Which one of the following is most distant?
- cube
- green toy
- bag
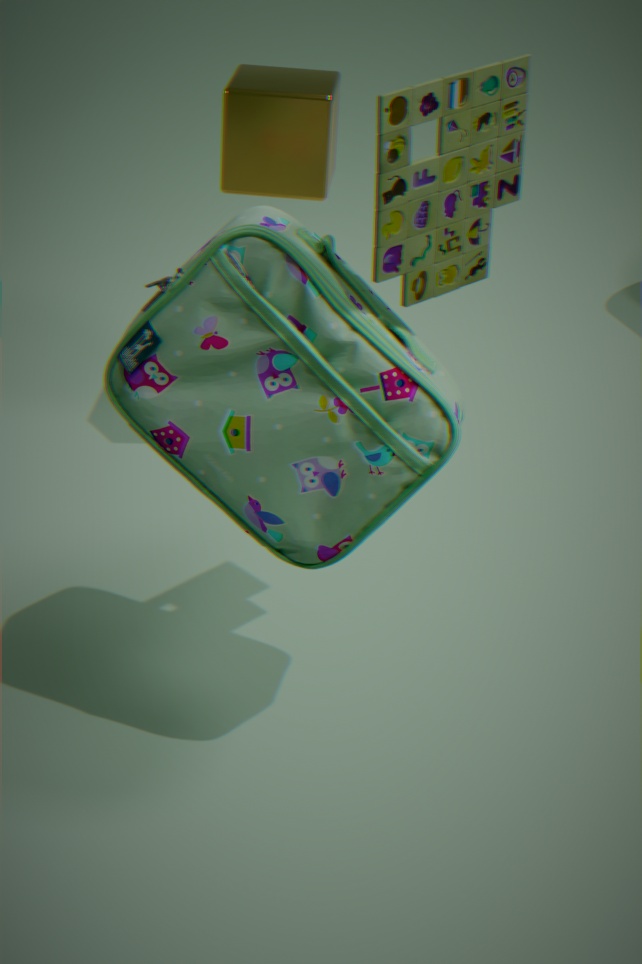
cube
